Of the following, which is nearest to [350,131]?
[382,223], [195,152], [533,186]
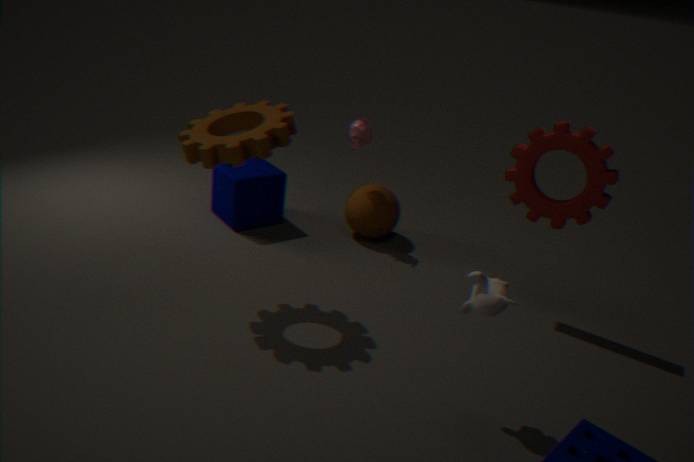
[382,223]
